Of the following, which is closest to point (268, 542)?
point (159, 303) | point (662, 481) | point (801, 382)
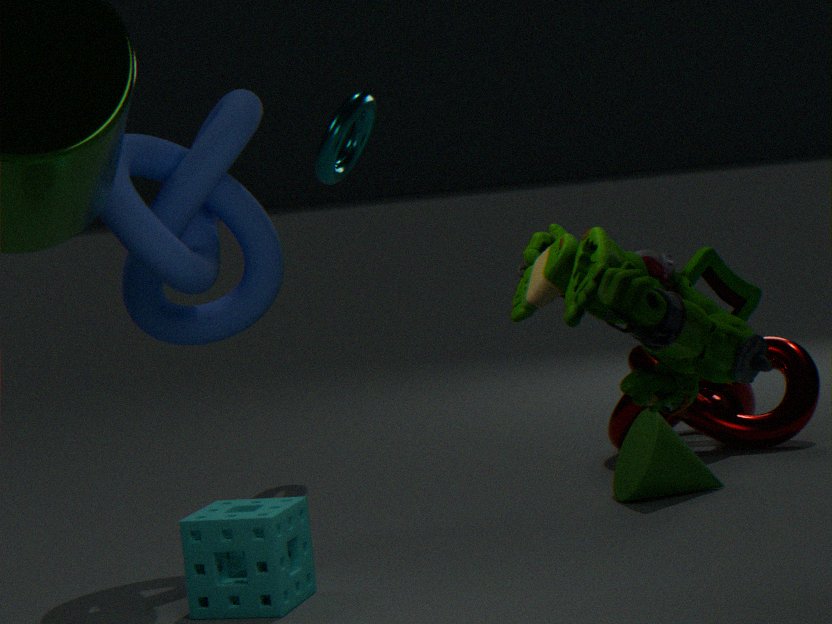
point (159, 303)
